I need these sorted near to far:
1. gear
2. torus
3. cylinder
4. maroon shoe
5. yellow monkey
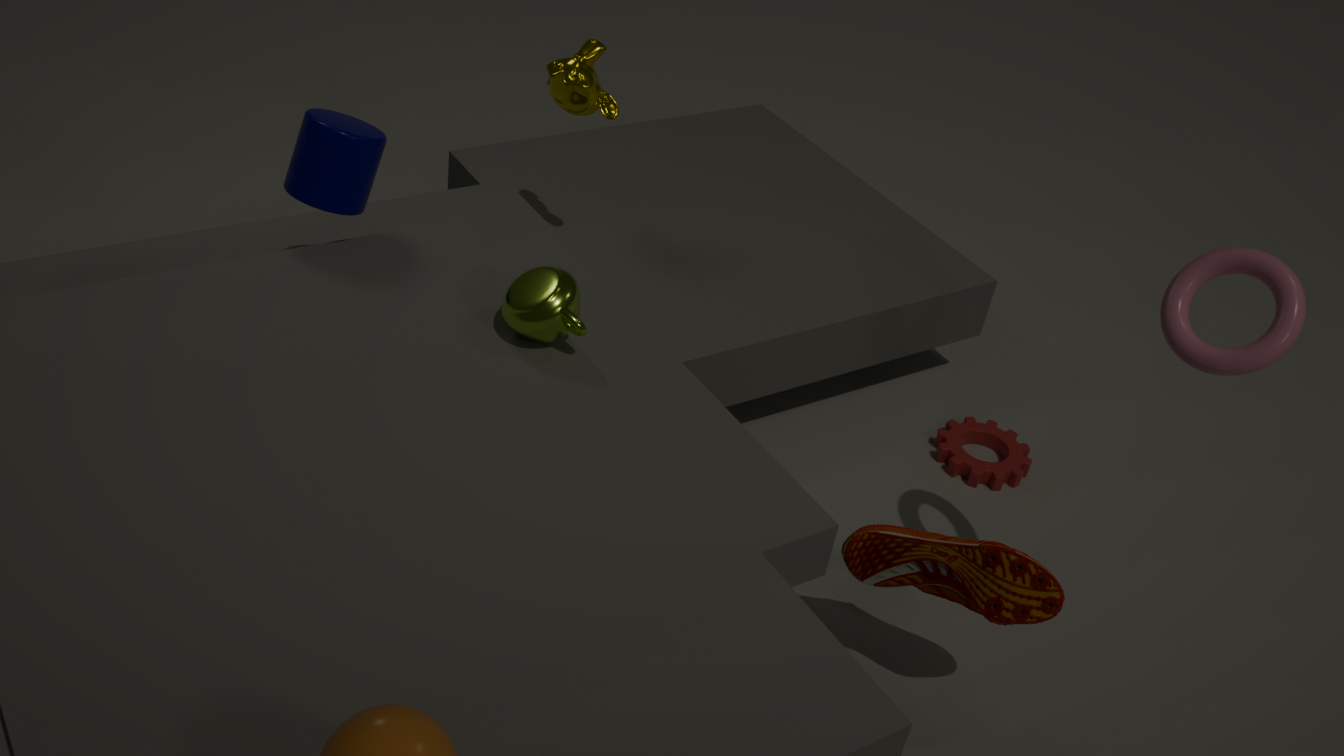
torus < maroon shoe < cylinder < yellow monkey < gear
